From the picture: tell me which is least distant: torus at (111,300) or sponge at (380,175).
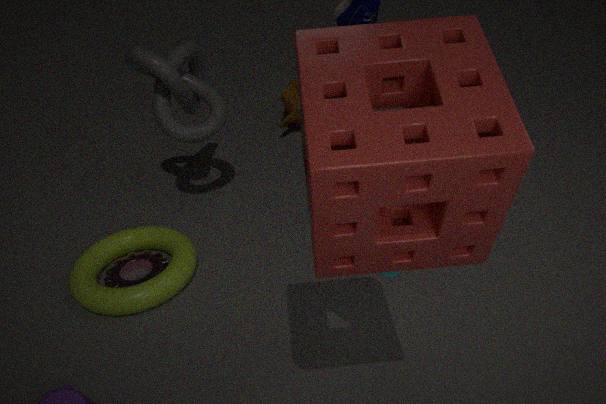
sponge at (380,175)
